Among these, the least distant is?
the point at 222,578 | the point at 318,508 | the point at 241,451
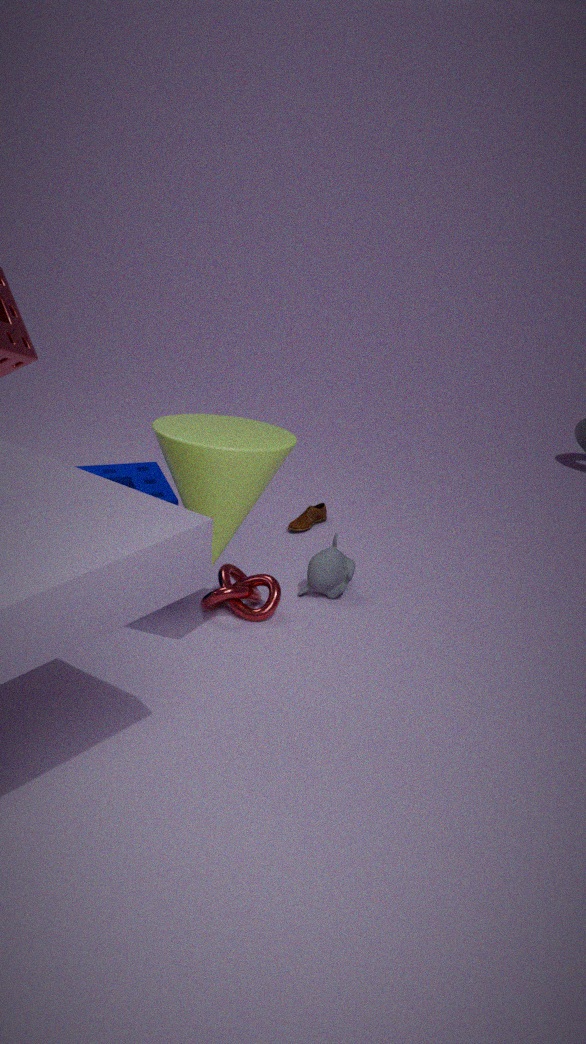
the point at 241,451
